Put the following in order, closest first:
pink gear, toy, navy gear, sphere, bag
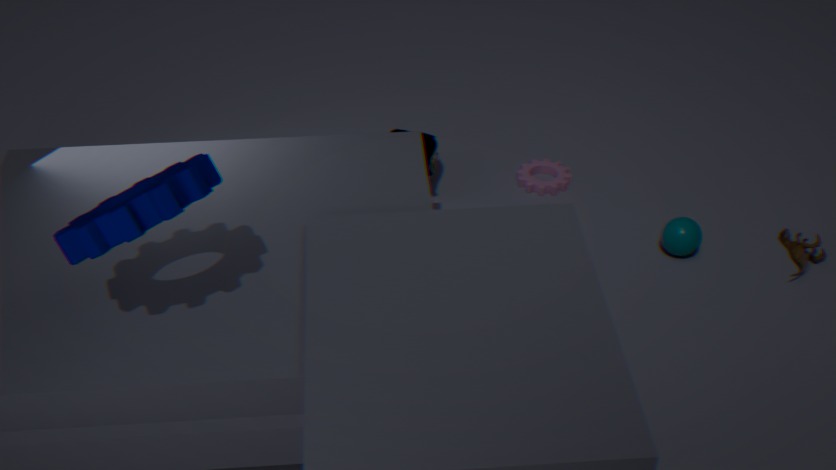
navy gear → toy → sphere → bag → pink gear
